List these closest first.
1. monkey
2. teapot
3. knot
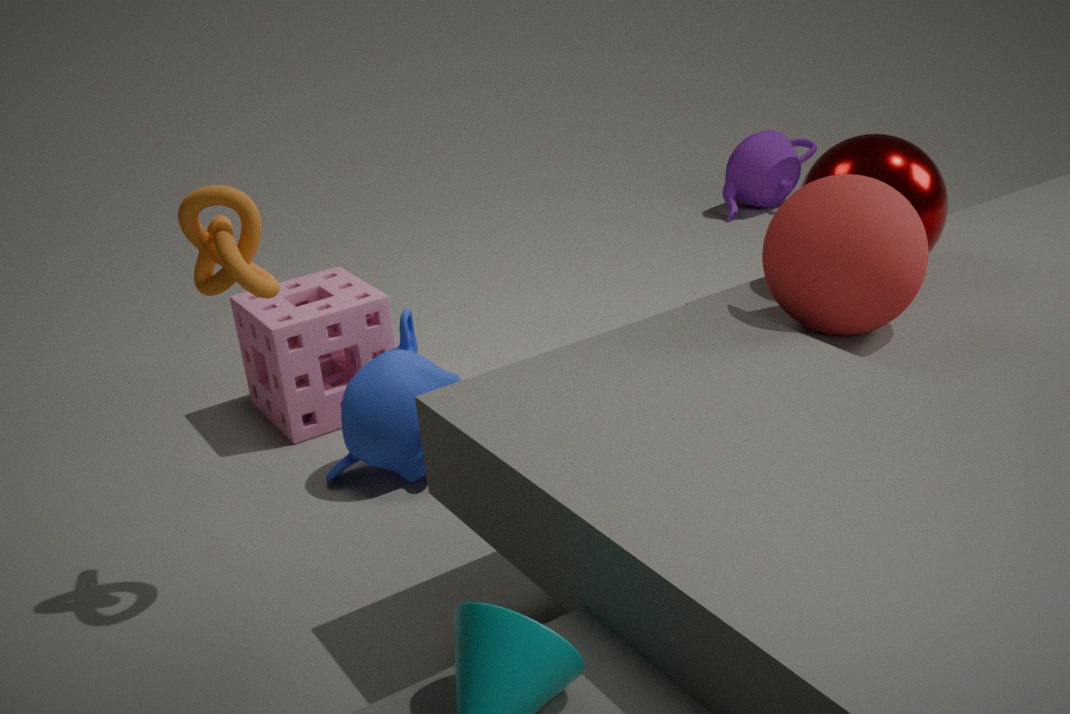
1. knot
2. monkey
3. teapot
